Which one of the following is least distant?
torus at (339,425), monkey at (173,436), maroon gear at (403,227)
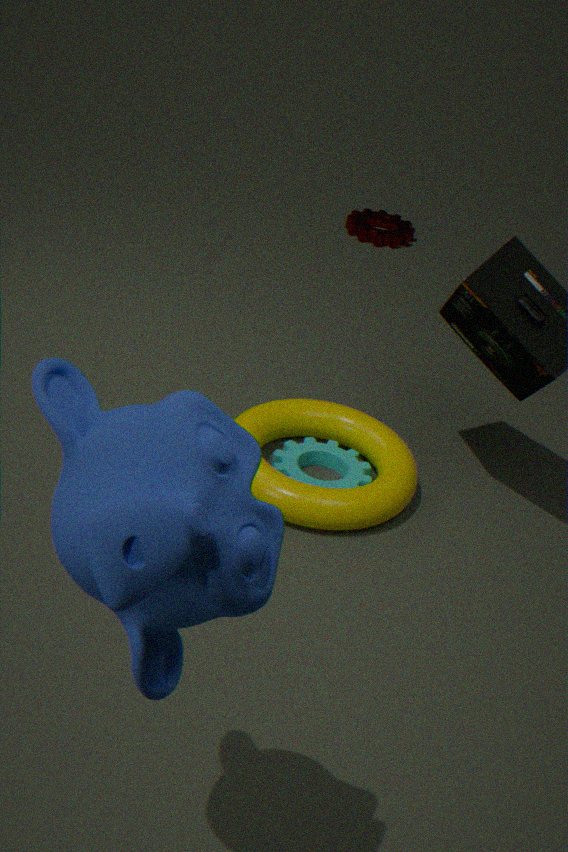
monkey at (173,436)
